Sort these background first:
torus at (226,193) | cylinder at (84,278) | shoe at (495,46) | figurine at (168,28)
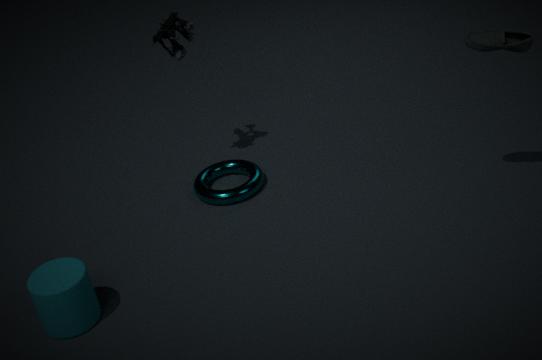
torus at (226,193) < figurine at (168,28) < shoe at (495,46) < cylinder at (84,278)
